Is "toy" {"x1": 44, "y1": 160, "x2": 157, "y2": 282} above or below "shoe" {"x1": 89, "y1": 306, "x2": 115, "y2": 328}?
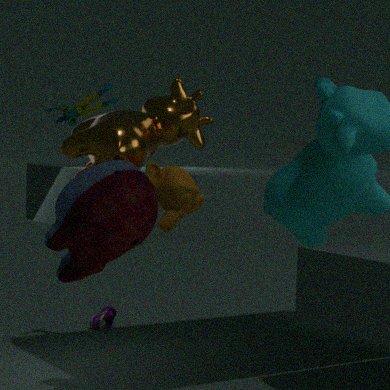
above
